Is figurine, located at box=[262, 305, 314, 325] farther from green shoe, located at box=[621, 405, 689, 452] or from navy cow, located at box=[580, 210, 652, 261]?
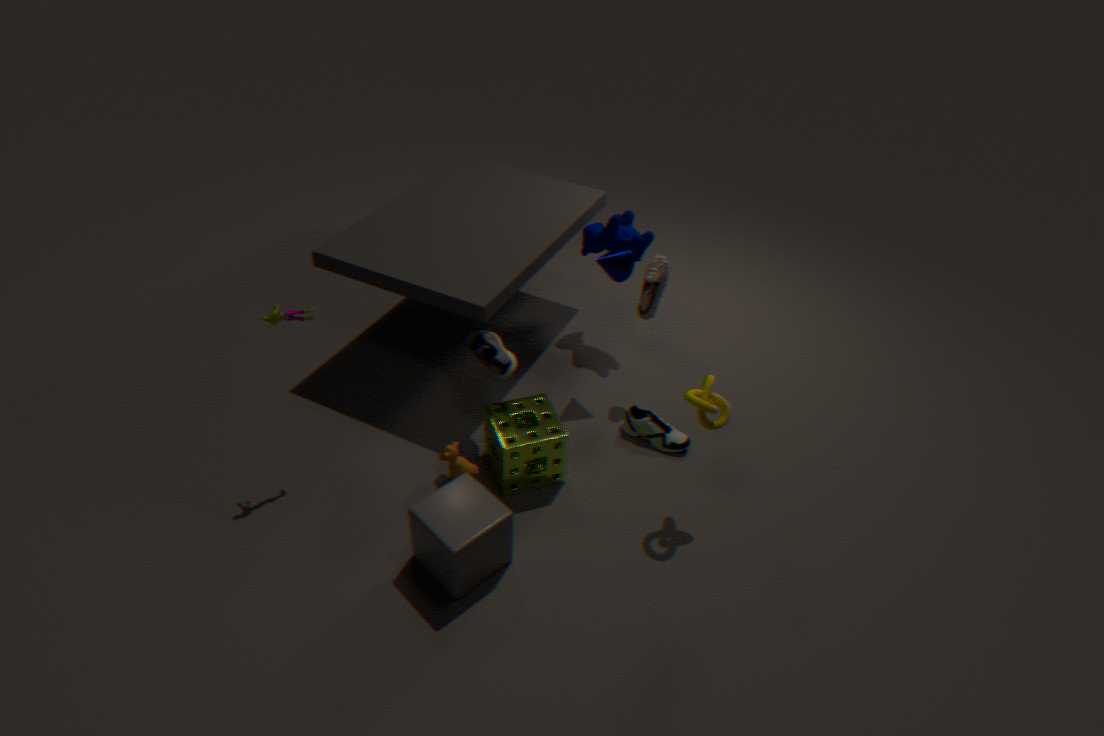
navy cow, located at box=[580, 210, 652, 261]
